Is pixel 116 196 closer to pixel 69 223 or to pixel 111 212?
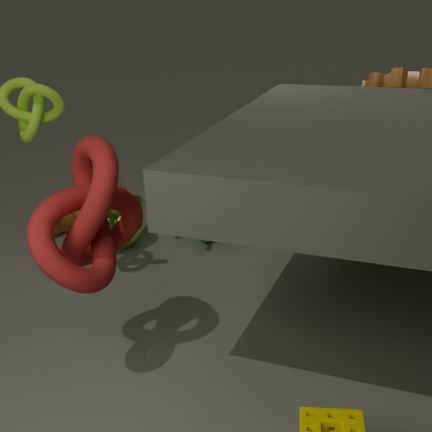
pixel 111 212
